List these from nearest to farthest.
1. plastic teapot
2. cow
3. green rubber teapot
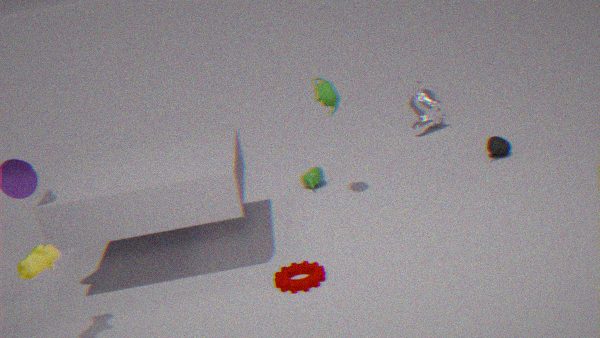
1. cow
2. green rubber teapot
3. plastic teapot
